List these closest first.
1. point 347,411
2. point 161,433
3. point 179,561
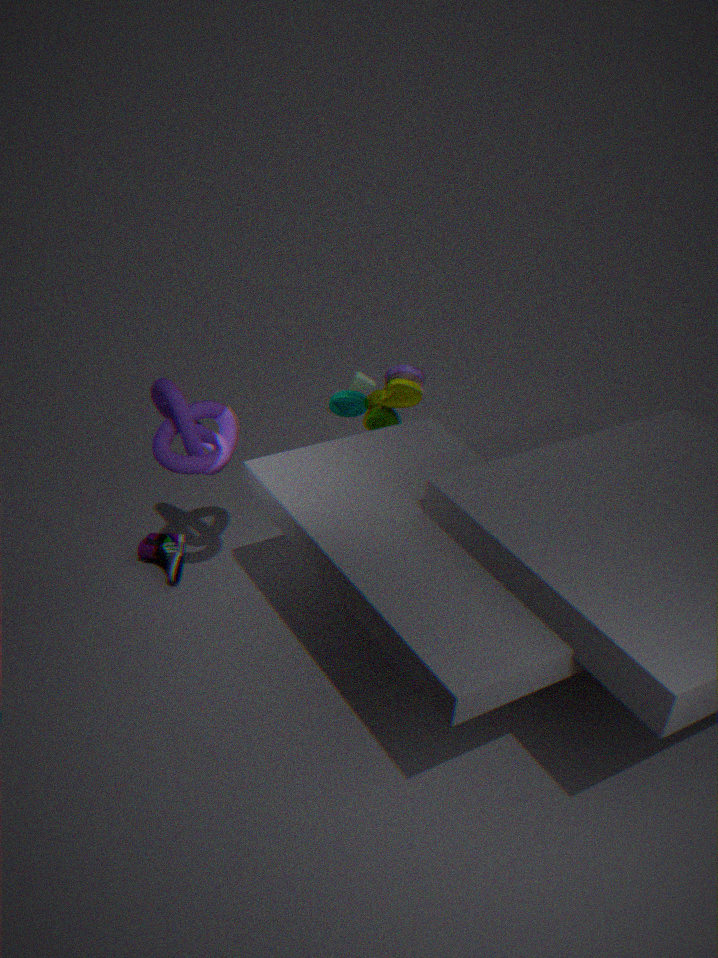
point 161,433, point 179,561, point 347,411
